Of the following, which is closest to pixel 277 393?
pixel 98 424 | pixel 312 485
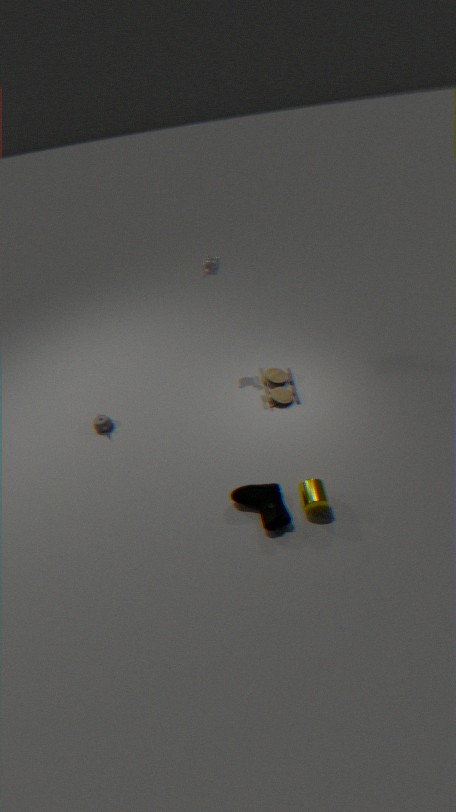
pixel 312 485
